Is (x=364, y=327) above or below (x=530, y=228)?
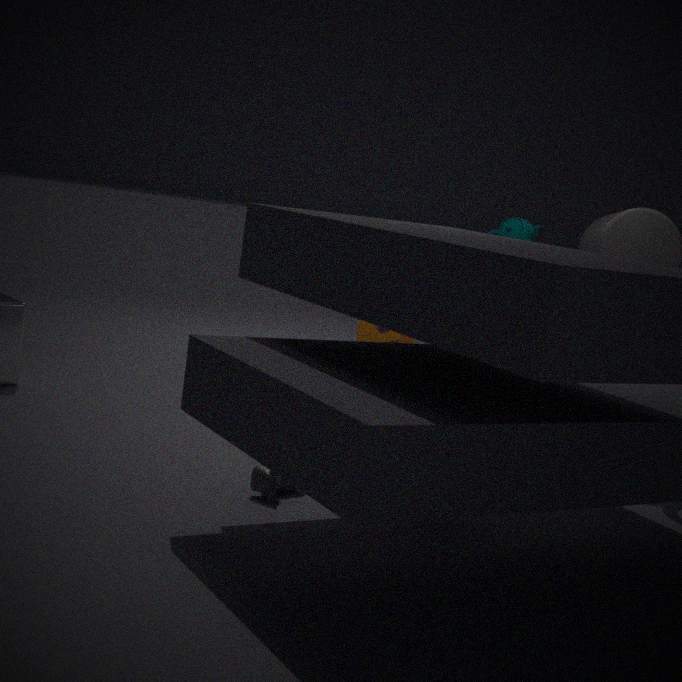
below
